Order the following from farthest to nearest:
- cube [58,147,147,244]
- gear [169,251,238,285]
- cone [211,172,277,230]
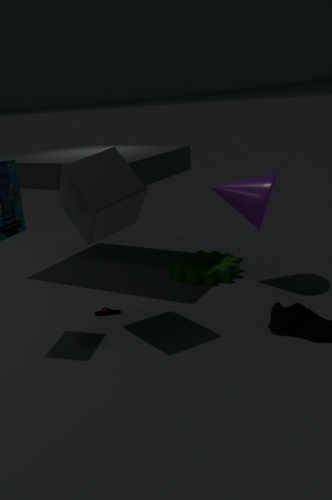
gear [169,251,238,285] < cone [211,172,277,230] < cube [58,147,147,244]
